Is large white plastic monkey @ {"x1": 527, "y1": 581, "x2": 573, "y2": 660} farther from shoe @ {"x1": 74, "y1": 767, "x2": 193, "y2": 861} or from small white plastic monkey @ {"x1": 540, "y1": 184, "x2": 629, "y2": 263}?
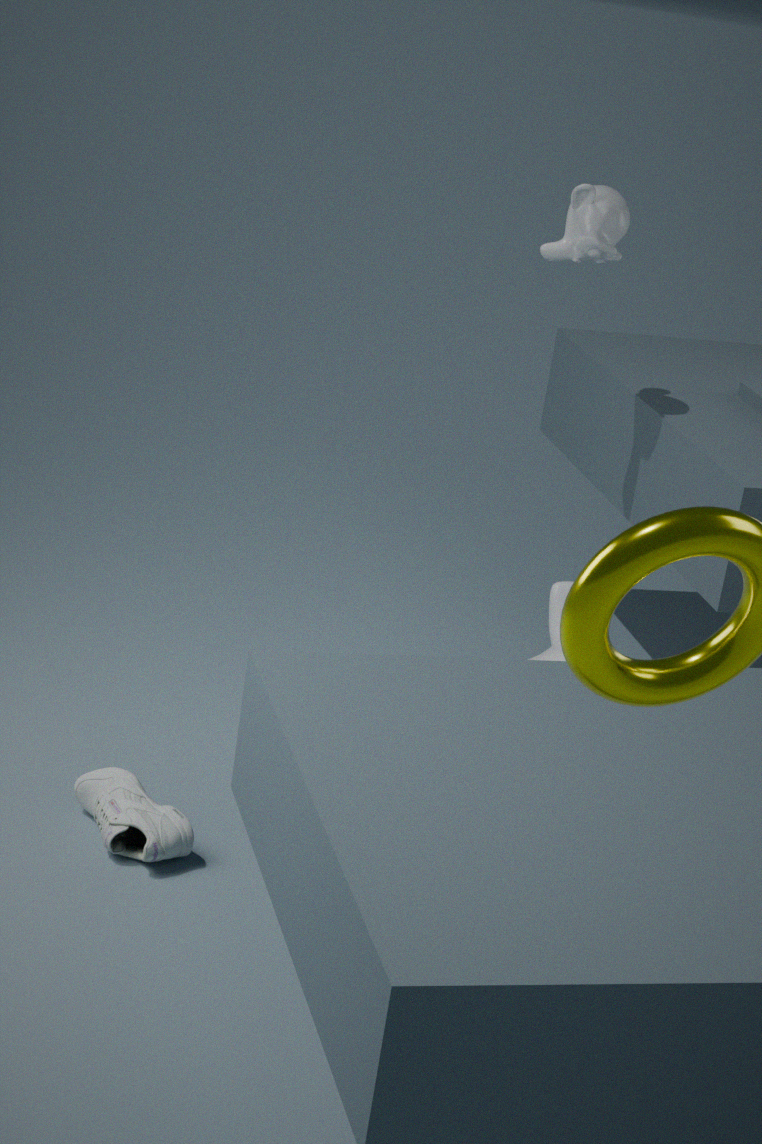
small white plastic monkey @ {"x1": 540, "y1": 184, "x2": 629, "y2": 263}
